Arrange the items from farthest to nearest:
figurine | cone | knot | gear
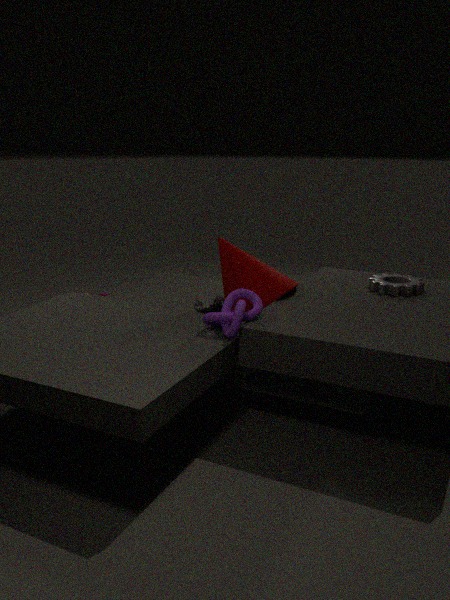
gear < cone < figurine < knot
